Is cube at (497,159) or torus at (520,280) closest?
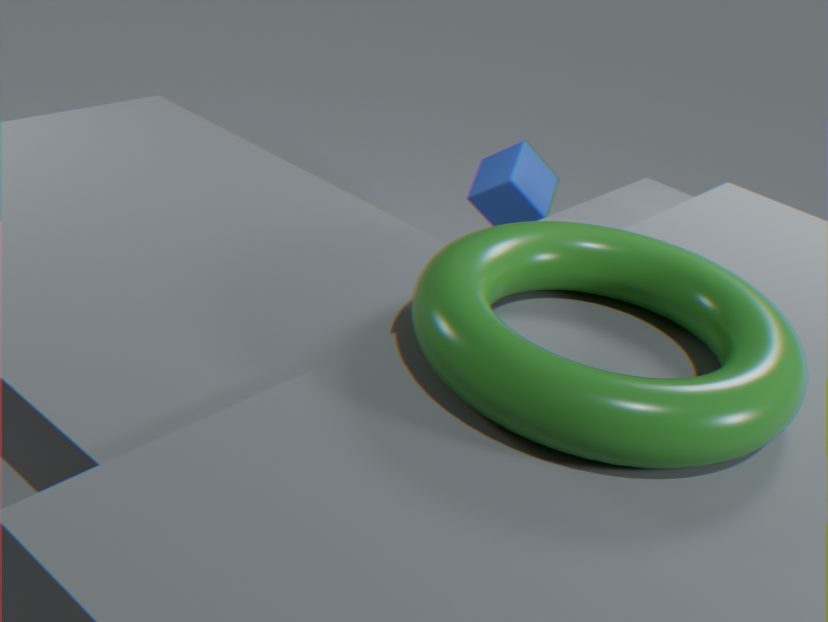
torus at (520,280)
